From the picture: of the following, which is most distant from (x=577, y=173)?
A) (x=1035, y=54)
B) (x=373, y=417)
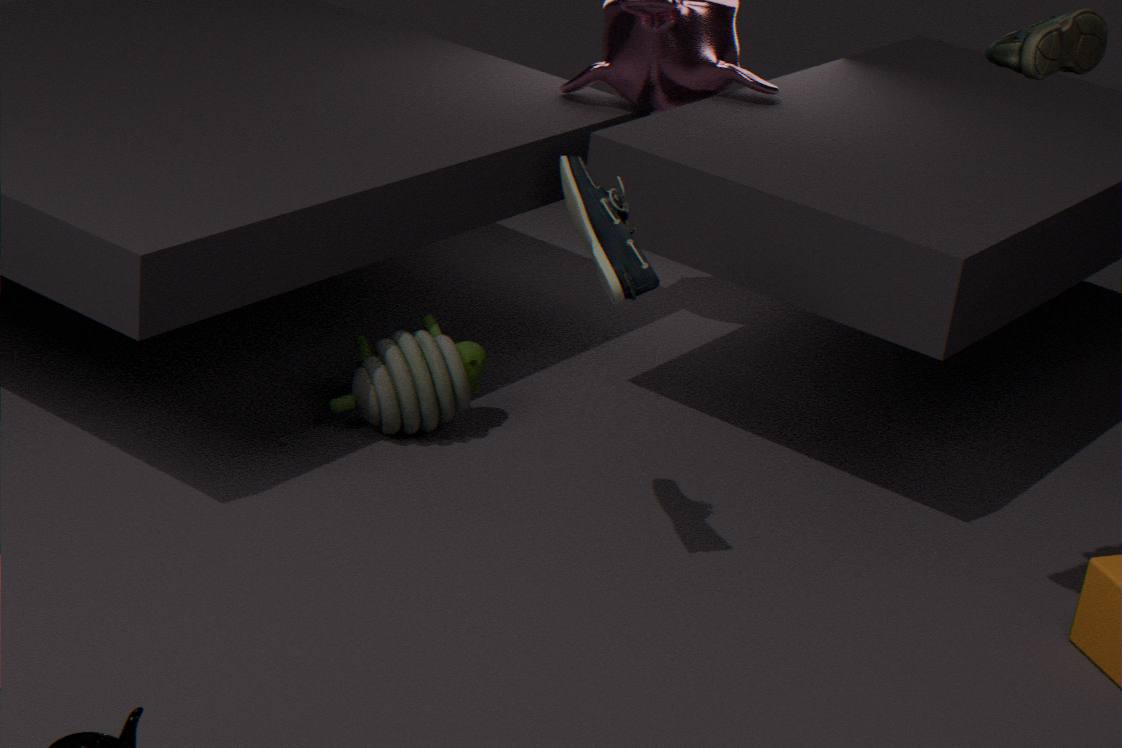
(x=1035, y=54)
